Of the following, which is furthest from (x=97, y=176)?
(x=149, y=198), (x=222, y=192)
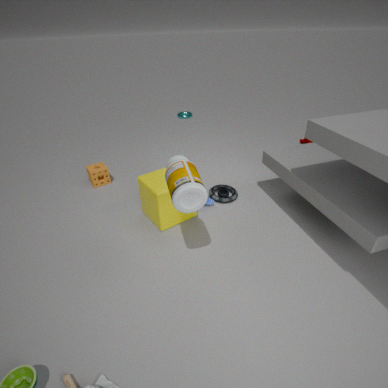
(x=222, y=192)
